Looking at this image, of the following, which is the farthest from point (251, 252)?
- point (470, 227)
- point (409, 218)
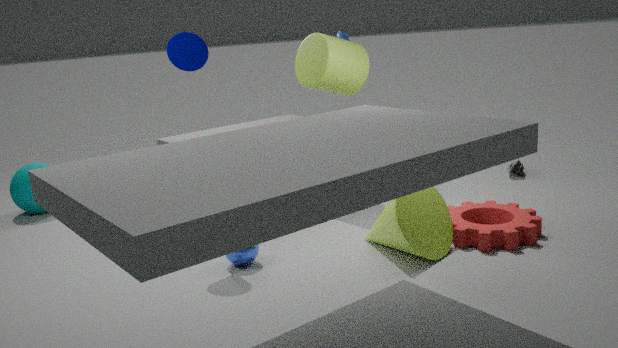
Answer: point (470, 227)
